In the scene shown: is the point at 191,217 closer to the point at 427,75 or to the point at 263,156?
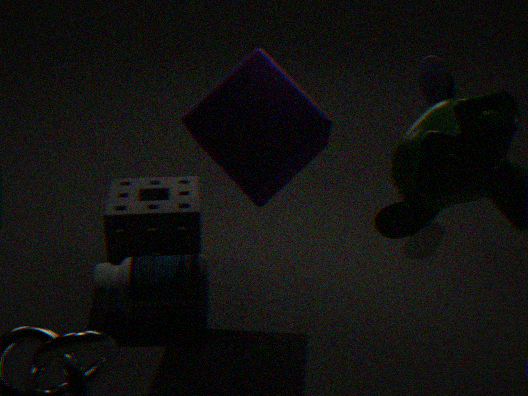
the point at 263,156
